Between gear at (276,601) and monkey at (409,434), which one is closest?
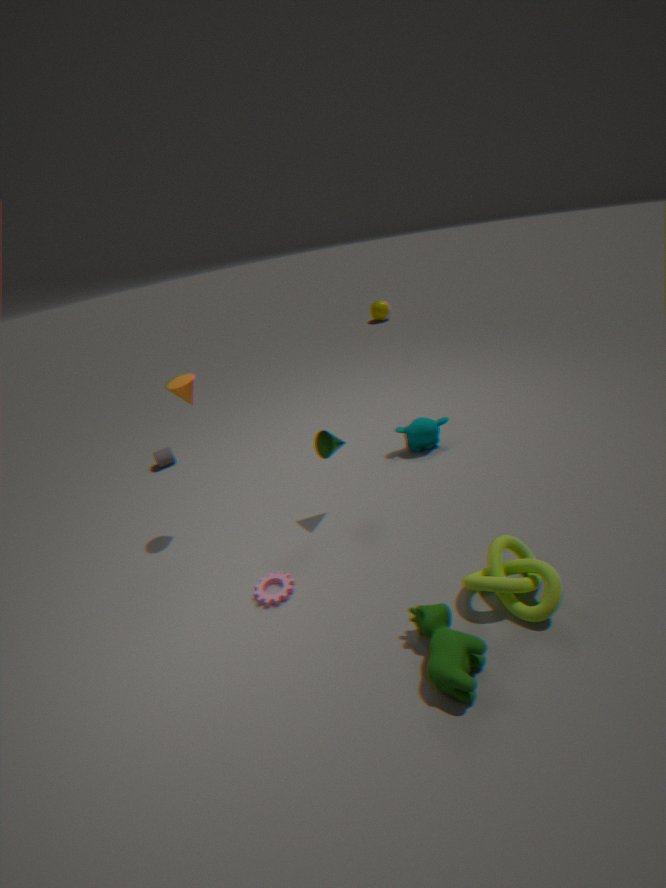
gear at (276,601)
